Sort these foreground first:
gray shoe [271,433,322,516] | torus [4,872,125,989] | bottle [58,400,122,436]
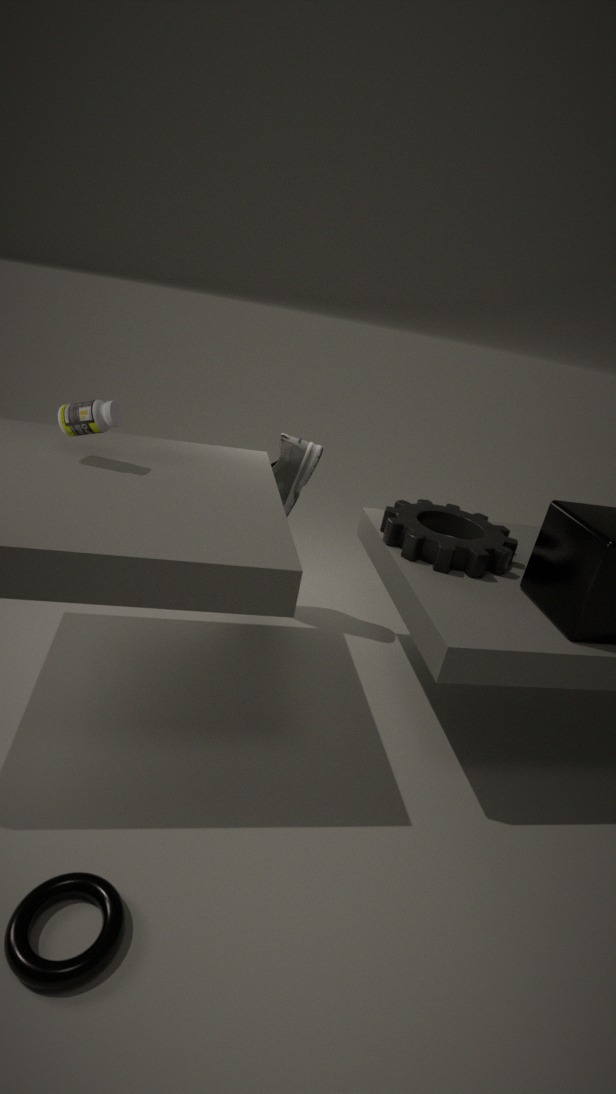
torus [4,872,125,989] < bottle [58,400,122,436] < gray shoe [271,433,322,516]
